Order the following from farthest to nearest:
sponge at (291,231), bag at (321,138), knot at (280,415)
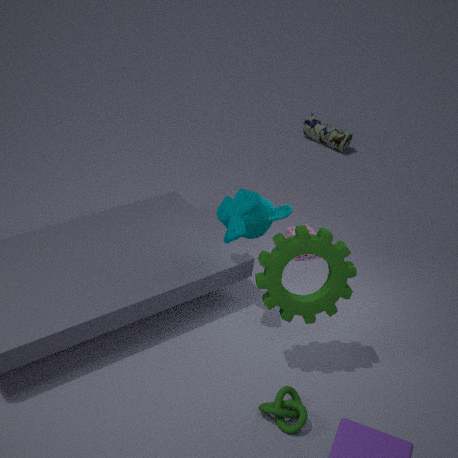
bag at (321,138) < sponge at (291,231) < knot at (280,415)
